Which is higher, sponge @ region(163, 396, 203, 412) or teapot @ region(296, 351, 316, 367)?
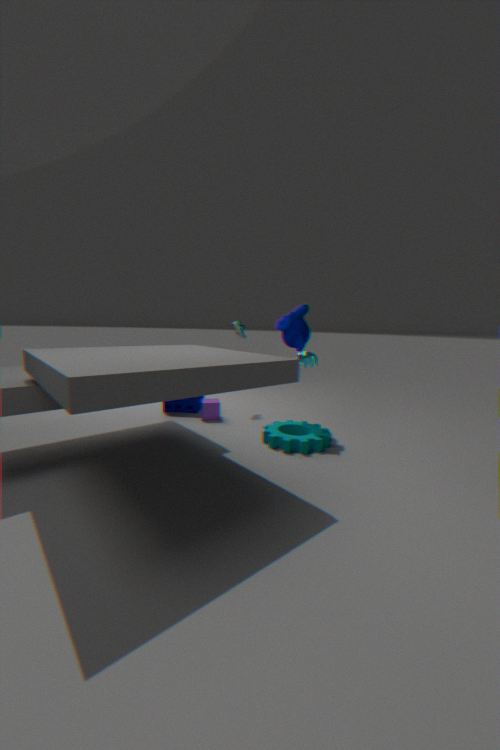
teapot @ region(296, 351, 316, 367)
